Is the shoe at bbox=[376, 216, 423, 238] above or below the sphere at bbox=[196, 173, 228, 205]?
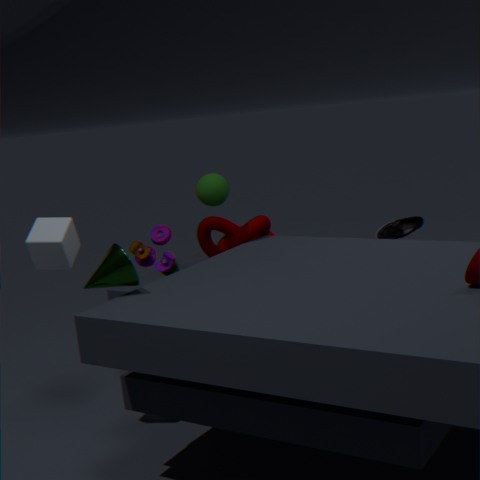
below
